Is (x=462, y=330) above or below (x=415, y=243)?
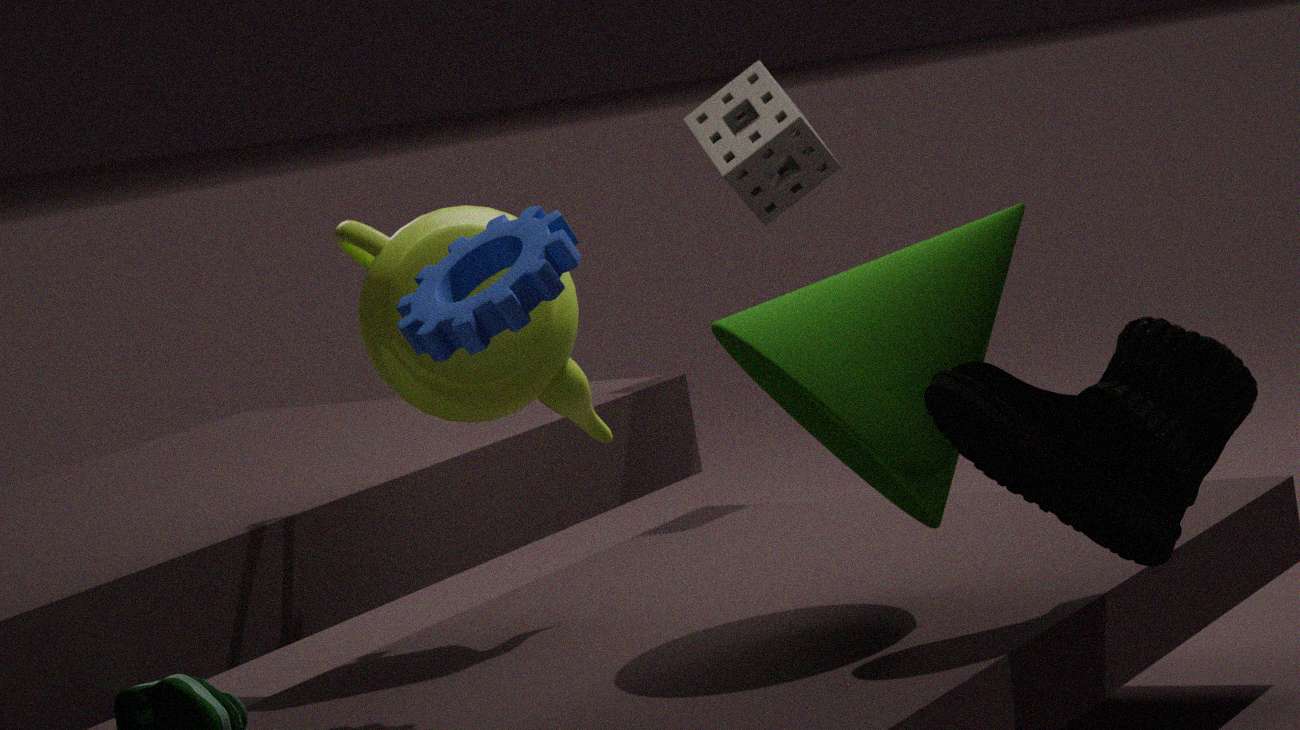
above
